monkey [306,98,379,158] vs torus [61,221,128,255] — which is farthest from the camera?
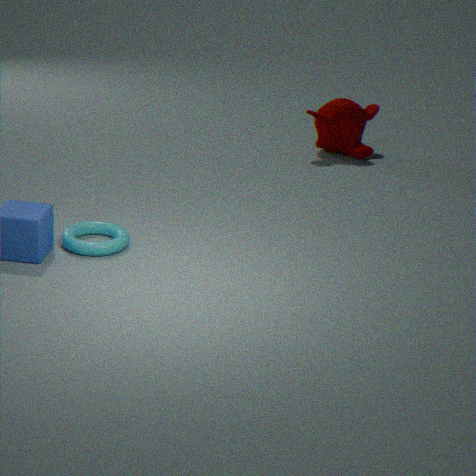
monkey [306,98,379,158]
